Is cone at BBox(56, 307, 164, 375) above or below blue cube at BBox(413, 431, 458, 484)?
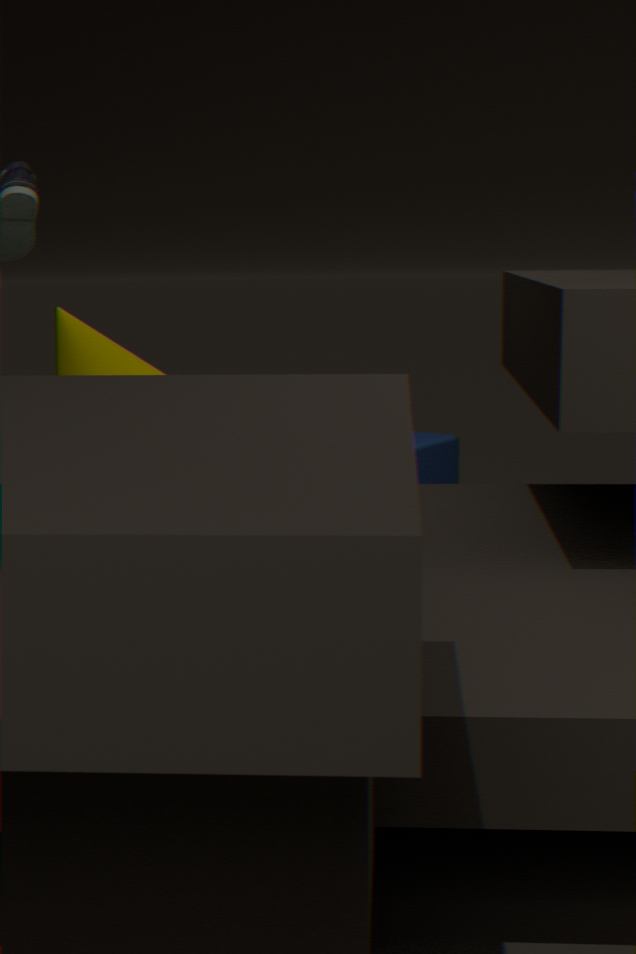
above
